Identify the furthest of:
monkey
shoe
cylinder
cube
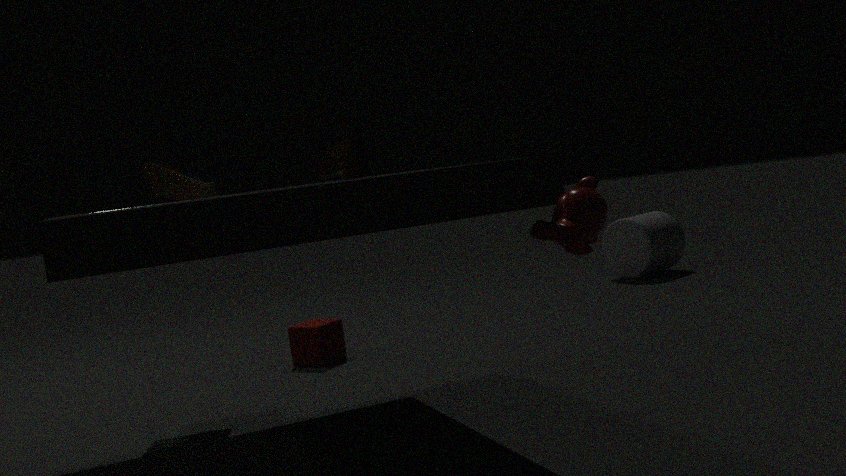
cylinder
